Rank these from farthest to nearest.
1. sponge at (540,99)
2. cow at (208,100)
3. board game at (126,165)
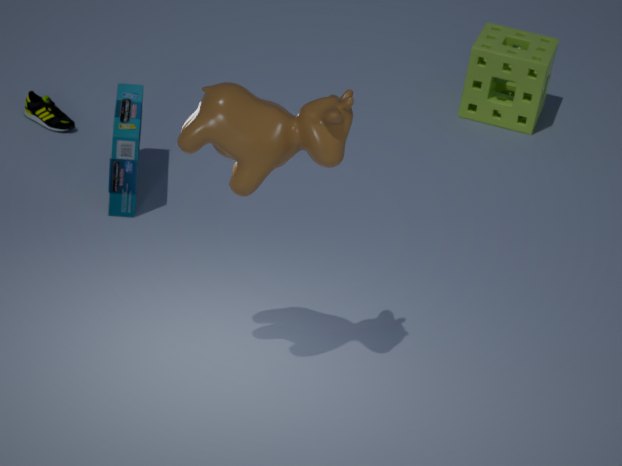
sponge at (540,99), board game at (126,165), cow at (208,100)
